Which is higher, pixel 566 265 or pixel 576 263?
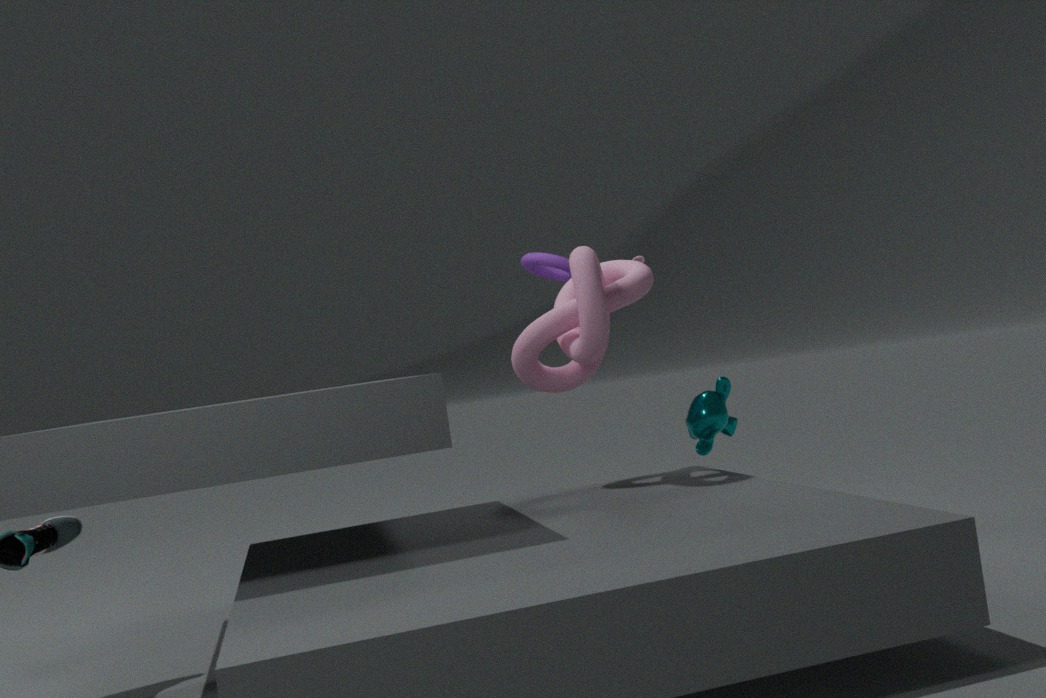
pixel 566 265
